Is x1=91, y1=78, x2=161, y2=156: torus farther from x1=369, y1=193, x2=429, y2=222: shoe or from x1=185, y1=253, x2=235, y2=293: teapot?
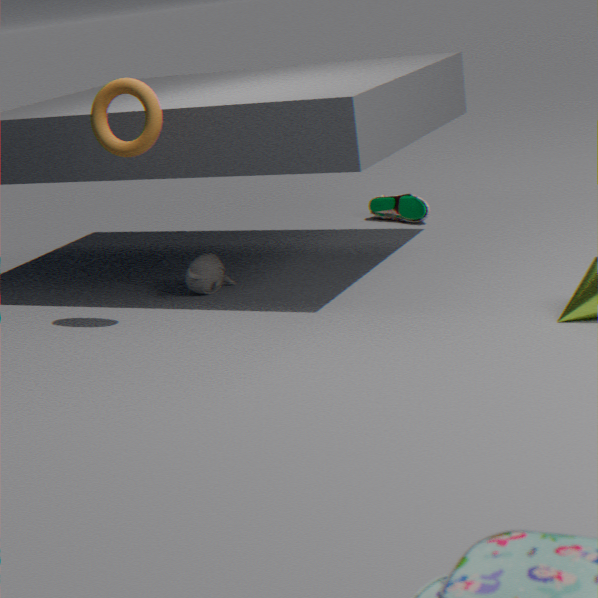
x1=369, y1=193, x2=429, y2=222: shoe
